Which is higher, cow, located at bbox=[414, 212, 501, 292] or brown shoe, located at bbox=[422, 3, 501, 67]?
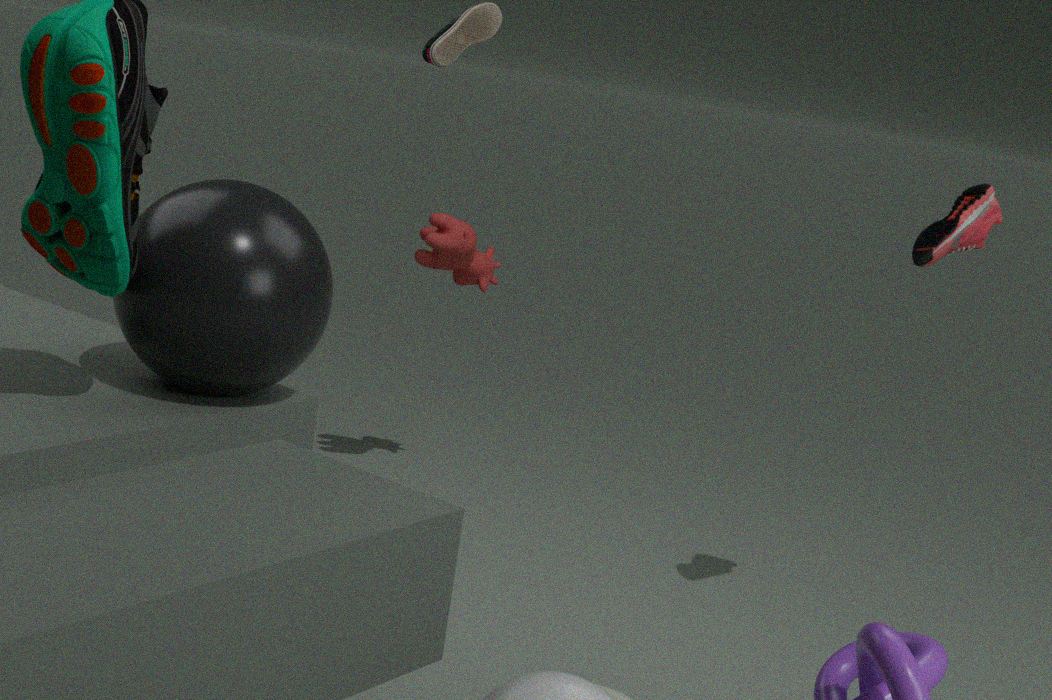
brown shoe, located at bbox=[422, 3, 501, 67]
